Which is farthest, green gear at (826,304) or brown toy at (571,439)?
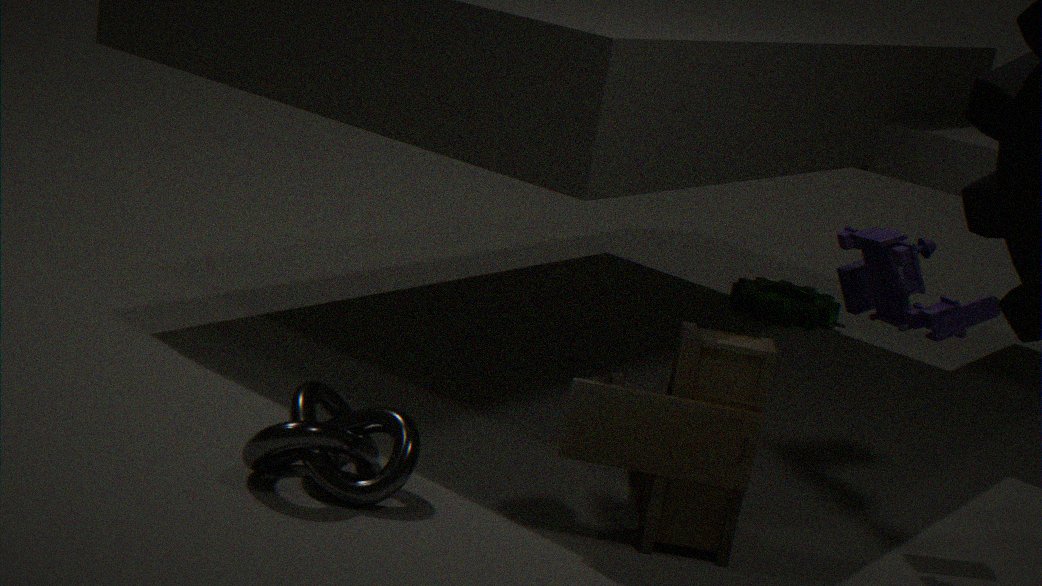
green gear at (826,304)
